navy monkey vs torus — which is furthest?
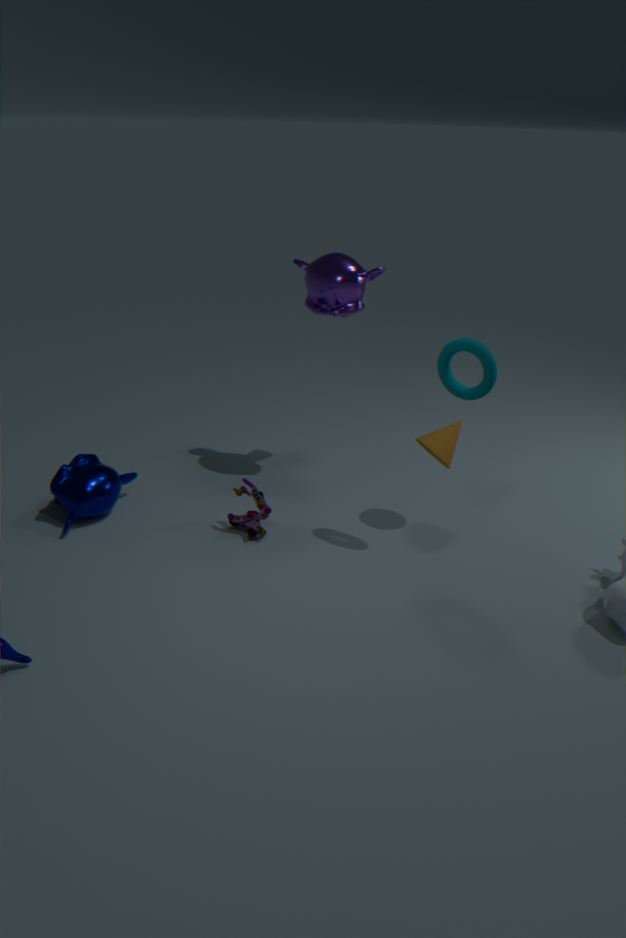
navy monkey
